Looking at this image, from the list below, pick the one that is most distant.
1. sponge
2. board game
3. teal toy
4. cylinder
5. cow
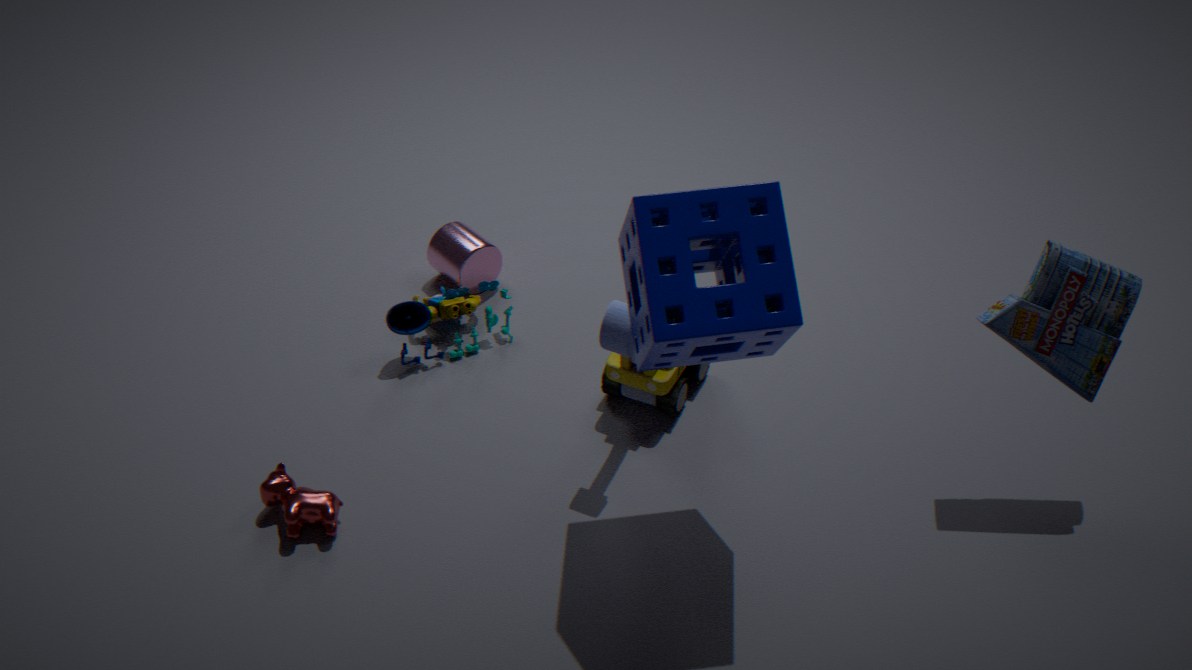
cylinder
